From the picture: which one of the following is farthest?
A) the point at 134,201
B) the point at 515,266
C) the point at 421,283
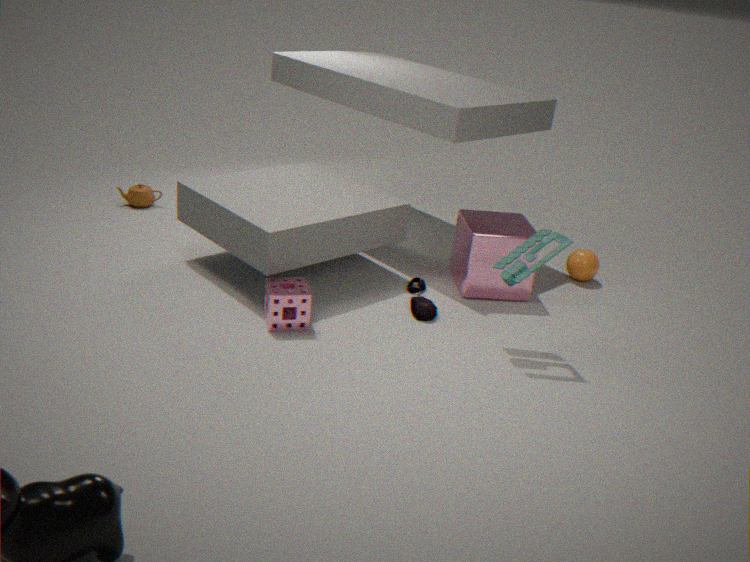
the point at 134,201
